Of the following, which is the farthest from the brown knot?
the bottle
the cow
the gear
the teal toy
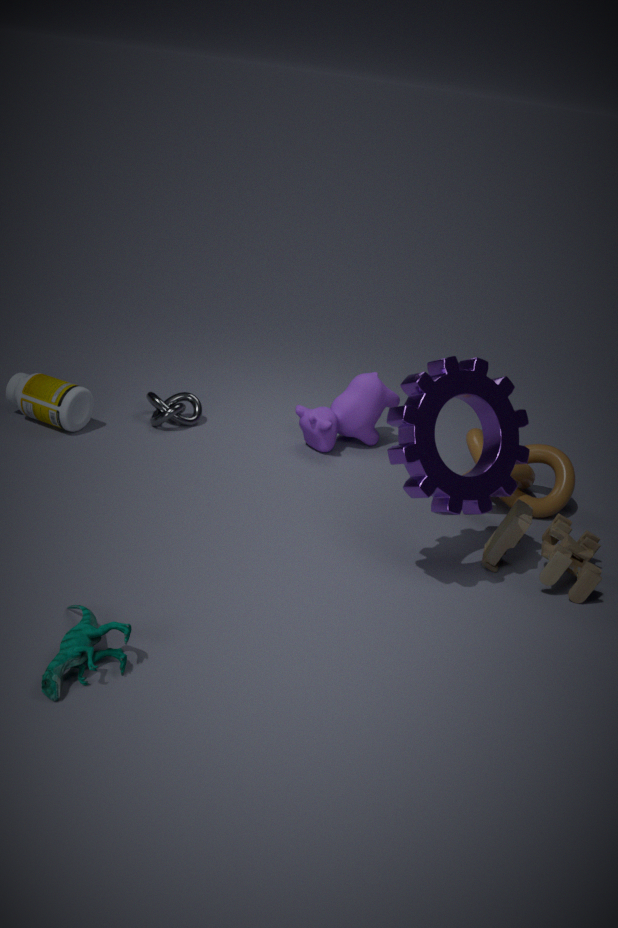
the teal toy
